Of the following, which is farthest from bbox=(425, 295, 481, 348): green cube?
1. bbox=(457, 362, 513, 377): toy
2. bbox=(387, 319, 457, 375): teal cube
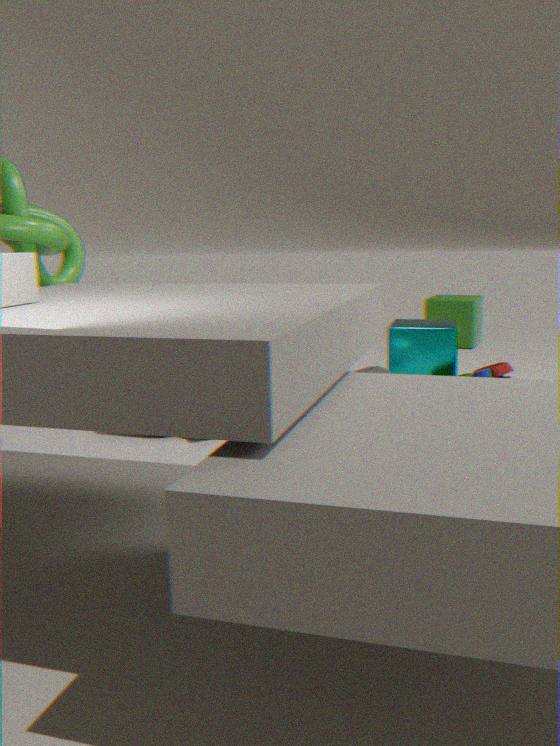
bbox=(457, 362, 513, 377): toy
